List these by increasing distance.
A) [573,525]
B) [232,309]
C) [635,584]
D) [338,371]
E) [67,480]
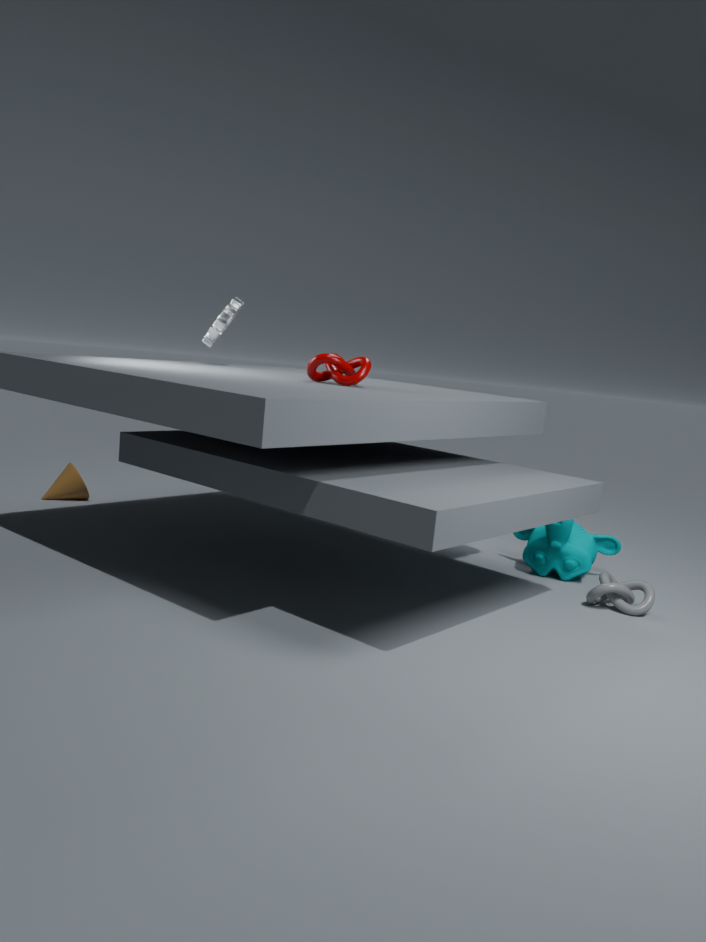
[635,584], [338,371], [573,525], [232,309], [67,480]
